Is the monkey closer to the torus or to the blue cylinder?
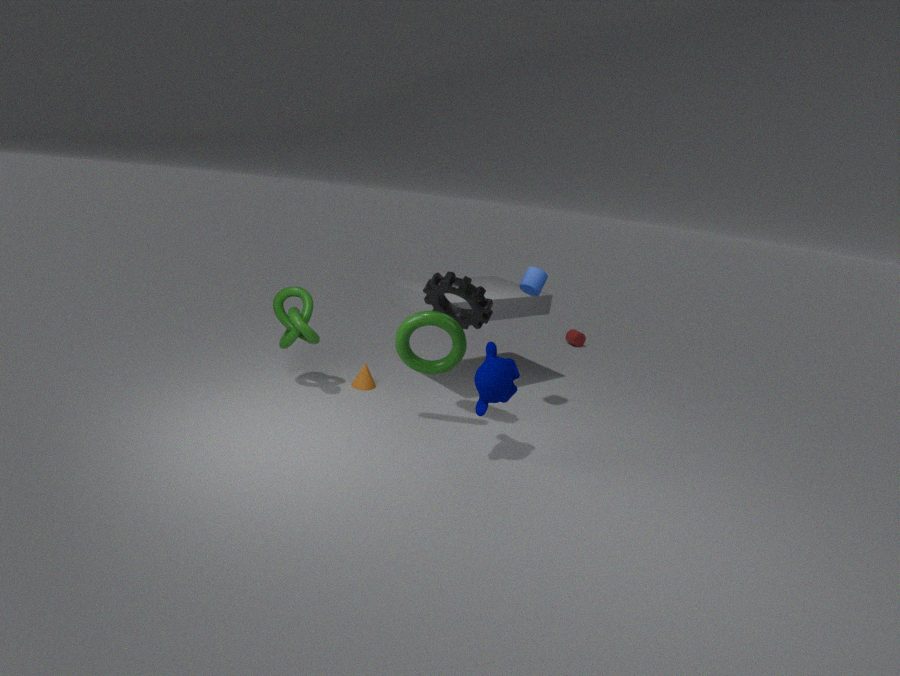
the torus
